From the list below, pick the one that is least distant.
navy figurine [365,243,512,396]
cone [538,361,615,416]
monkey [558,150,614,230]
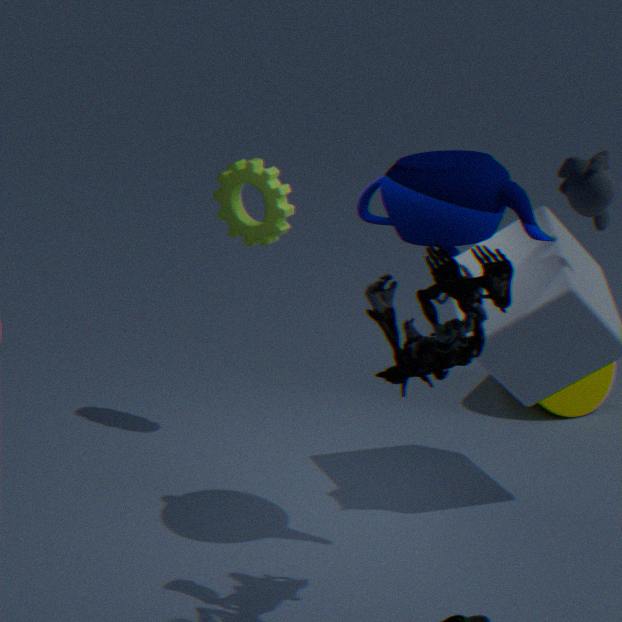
navy figurine [365,243,512,396]
